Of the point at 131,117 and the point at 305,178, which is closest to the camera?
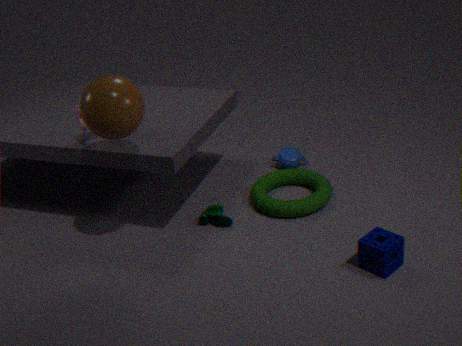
the point at 131,117
